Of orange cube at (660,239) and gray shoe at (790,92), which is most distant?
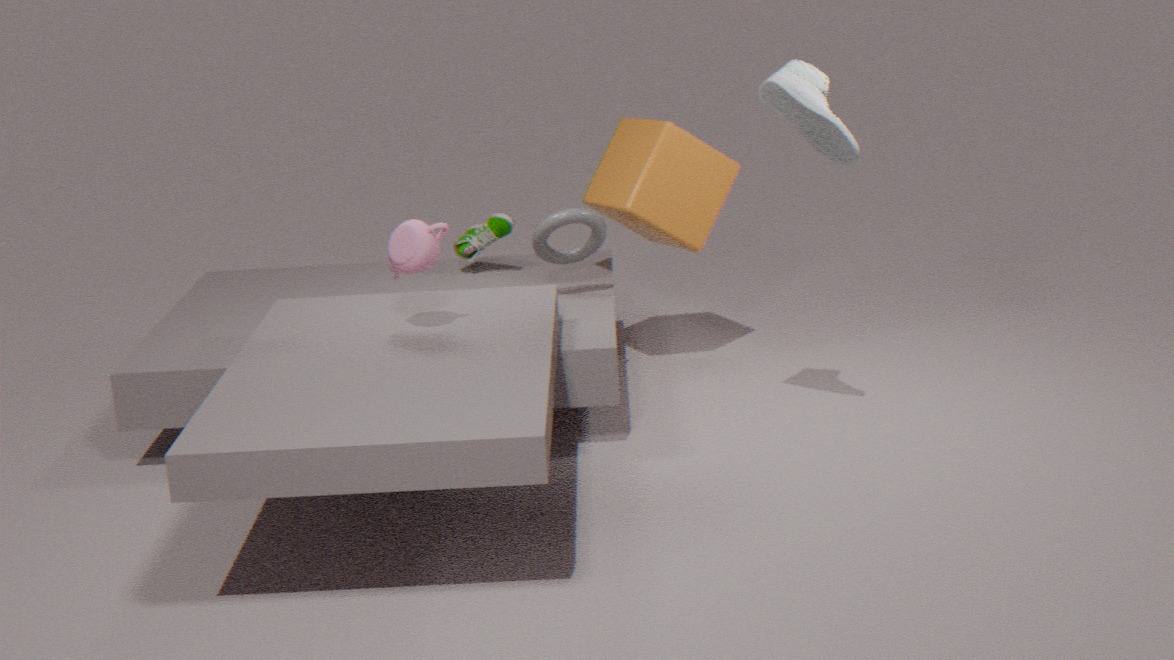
orange cube at (660,239)
